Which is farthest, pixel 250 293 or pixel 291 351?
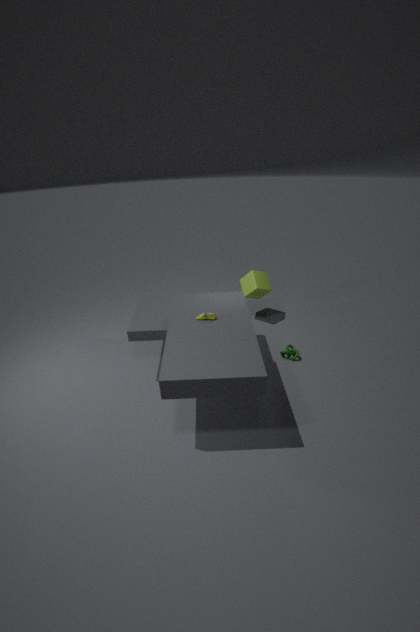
pixel 250 293
